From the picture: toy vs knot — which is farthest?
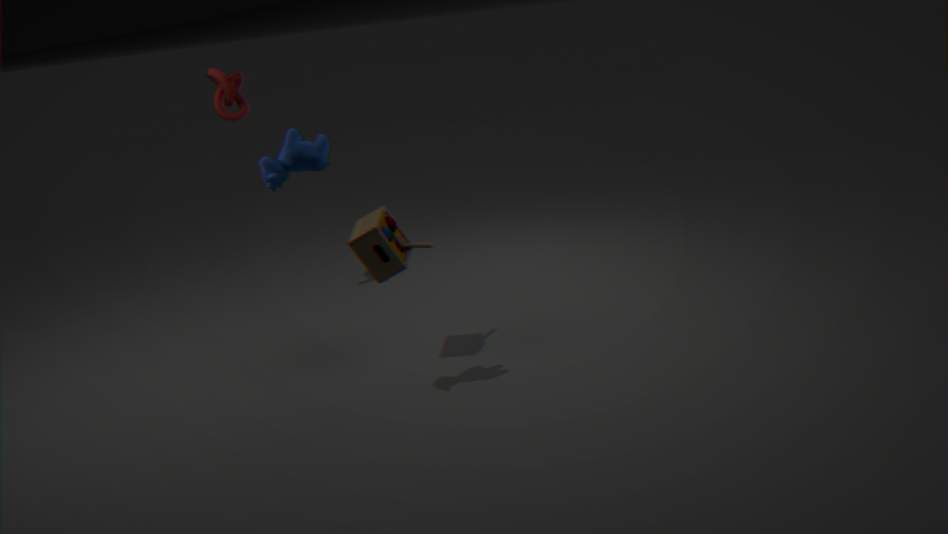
knot
